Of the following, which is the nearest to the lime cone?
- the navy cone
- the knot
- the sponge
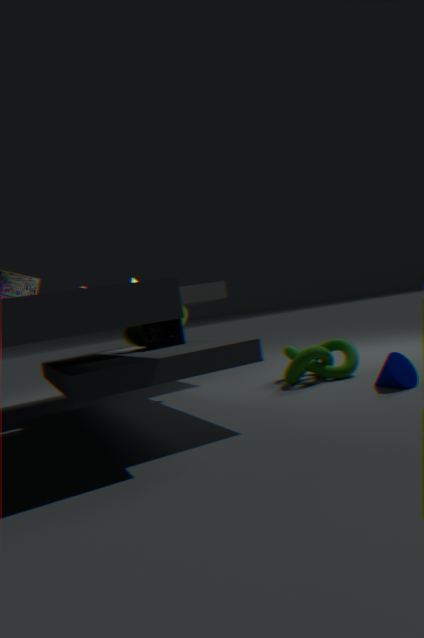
the sponge
